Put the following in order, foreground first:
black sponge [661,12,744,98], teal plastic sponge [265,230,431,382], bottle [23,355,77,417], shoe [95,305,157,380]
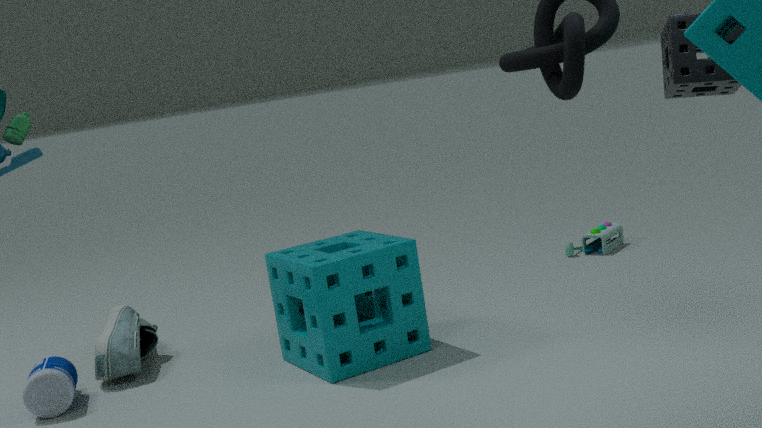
1. black sponge [661,12,744,98]
2. teal plastic sponge [265,230,431,382]
3. bottle [23,355,77,417]
4. shoe [95,305,157,380]
